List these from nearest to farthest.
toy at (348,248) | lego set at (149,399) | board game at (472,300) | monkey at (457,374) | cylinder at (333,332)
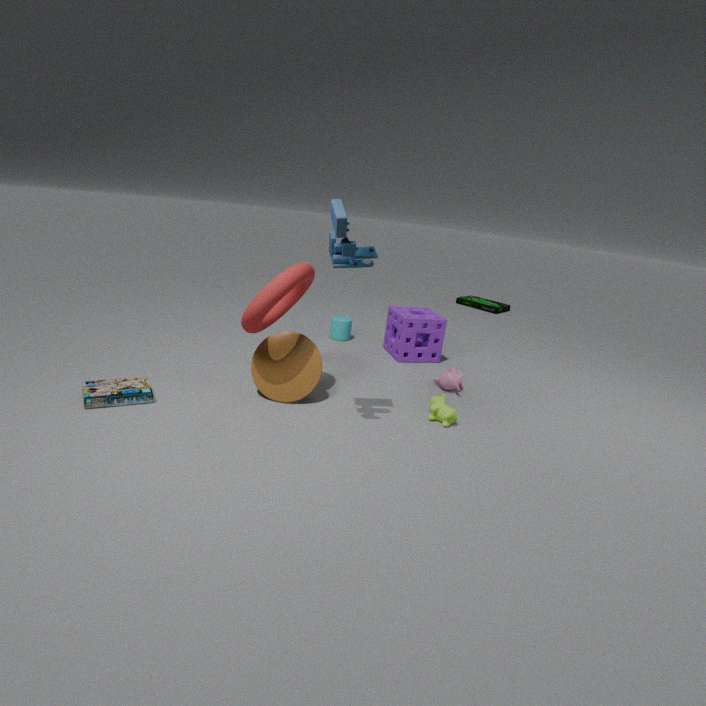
1. toy at (348,248)
2. lego set at (149,399)
3. monkey at (457,374)
4. cylinder at (333,332)
5. board game at (472,300)
